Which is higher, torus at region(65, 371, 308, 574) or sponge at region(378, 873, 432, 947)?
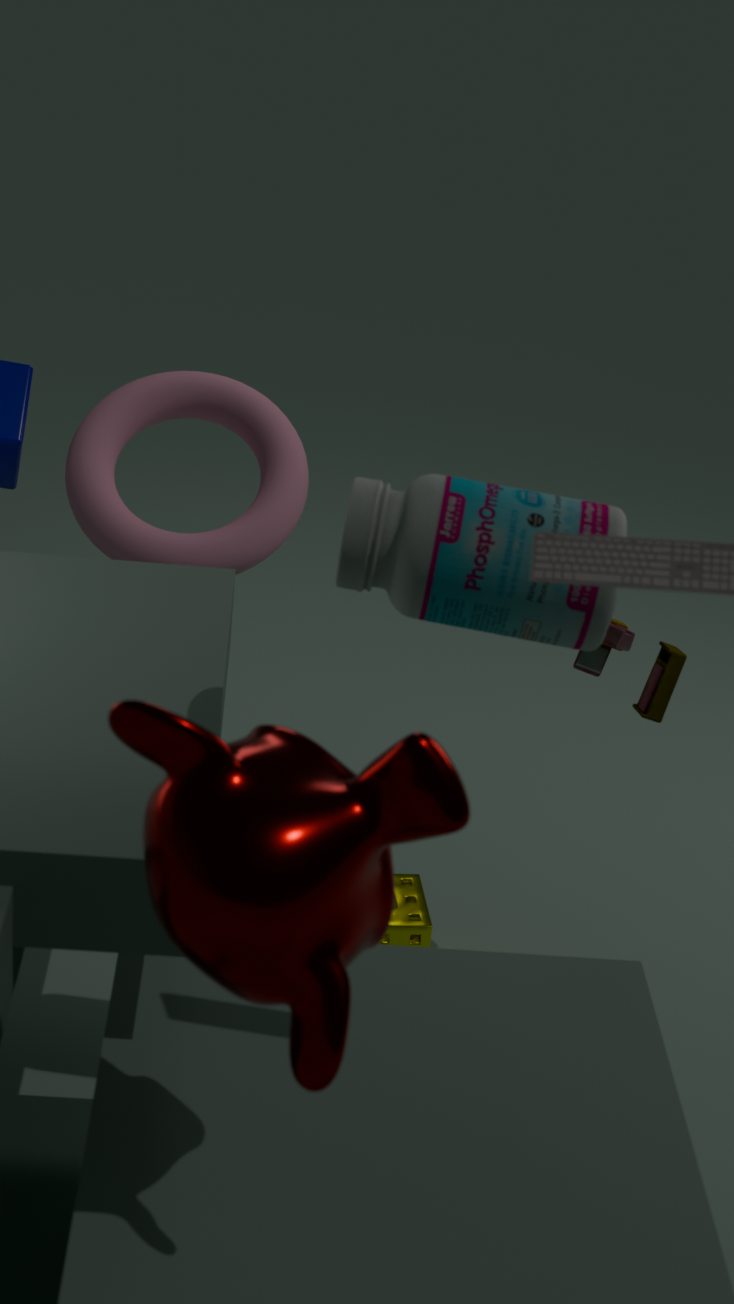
torus at region(65, 371, 308, 574)
